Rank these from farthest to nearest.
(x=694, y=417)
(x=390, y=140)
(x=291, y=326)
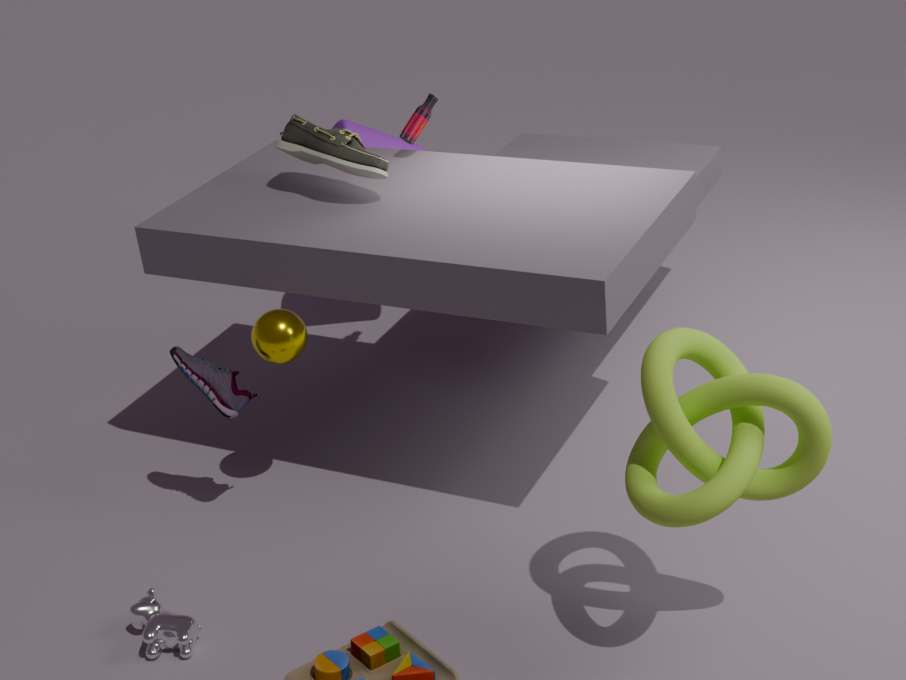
1. (x=390, y=140)
2. (x=291, y=326)
3. (x=694, y=417)
